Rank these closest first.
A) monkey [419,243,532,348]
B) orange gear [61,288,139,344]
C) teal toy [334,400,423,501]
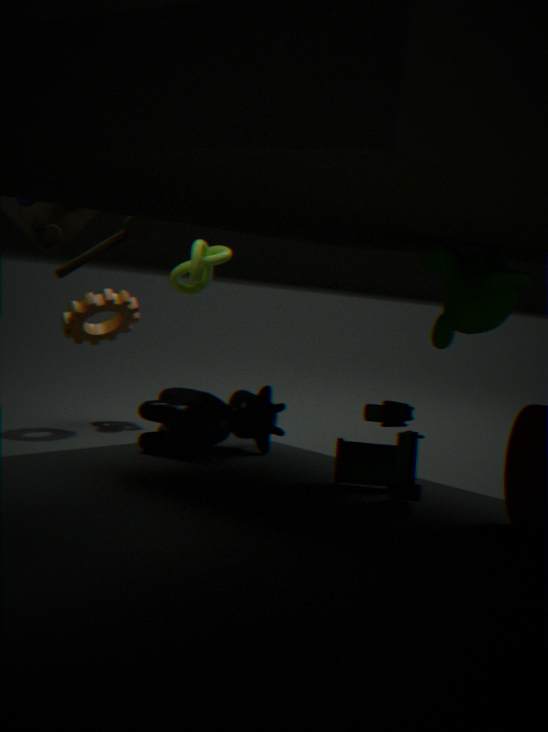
monkey [419,243,532,348], teal toy [334,400,423,501], orange gear [61,288,139,344]
